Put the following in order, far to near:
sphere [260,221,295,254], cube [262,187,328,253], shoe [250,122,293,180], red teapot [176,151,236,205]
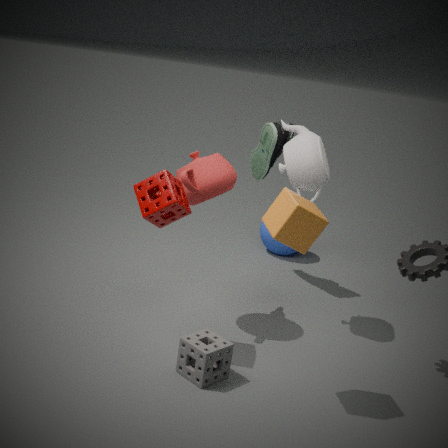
sphere [260,221,295,254] < shoe [250,122,293,180] < red teapot [176,151,236,205] < cube [262,187,328,253]
